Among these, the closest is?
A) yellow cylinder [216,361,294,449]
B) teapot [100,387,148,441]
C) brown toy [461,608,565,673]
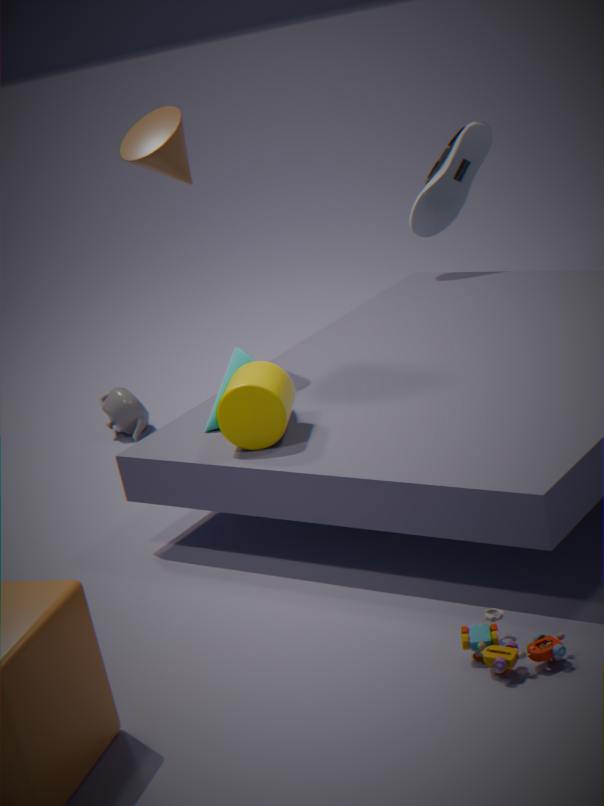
brown toy [461,608,565,673]
